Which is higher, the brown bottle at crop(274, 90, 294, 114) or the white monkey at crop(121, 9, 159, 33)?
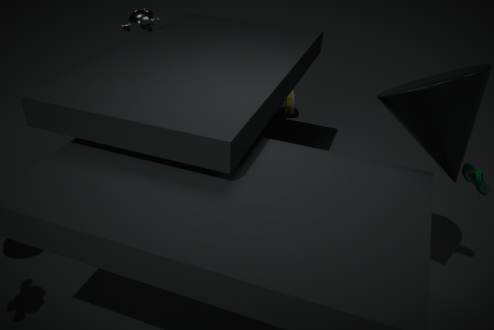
the white monkey at crop(121, 9, 159, 33)
